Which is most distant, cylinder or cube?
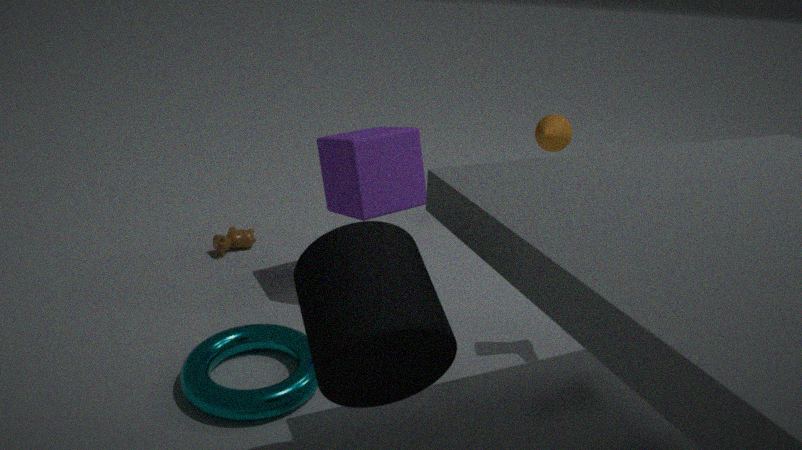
cube
